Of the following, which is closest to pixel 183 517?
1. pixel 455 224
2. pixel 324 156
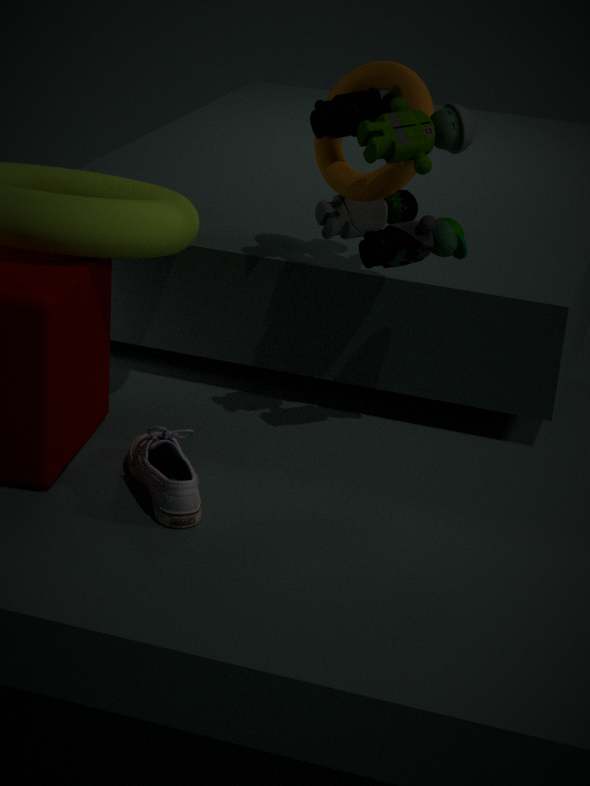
pixel 455 224
